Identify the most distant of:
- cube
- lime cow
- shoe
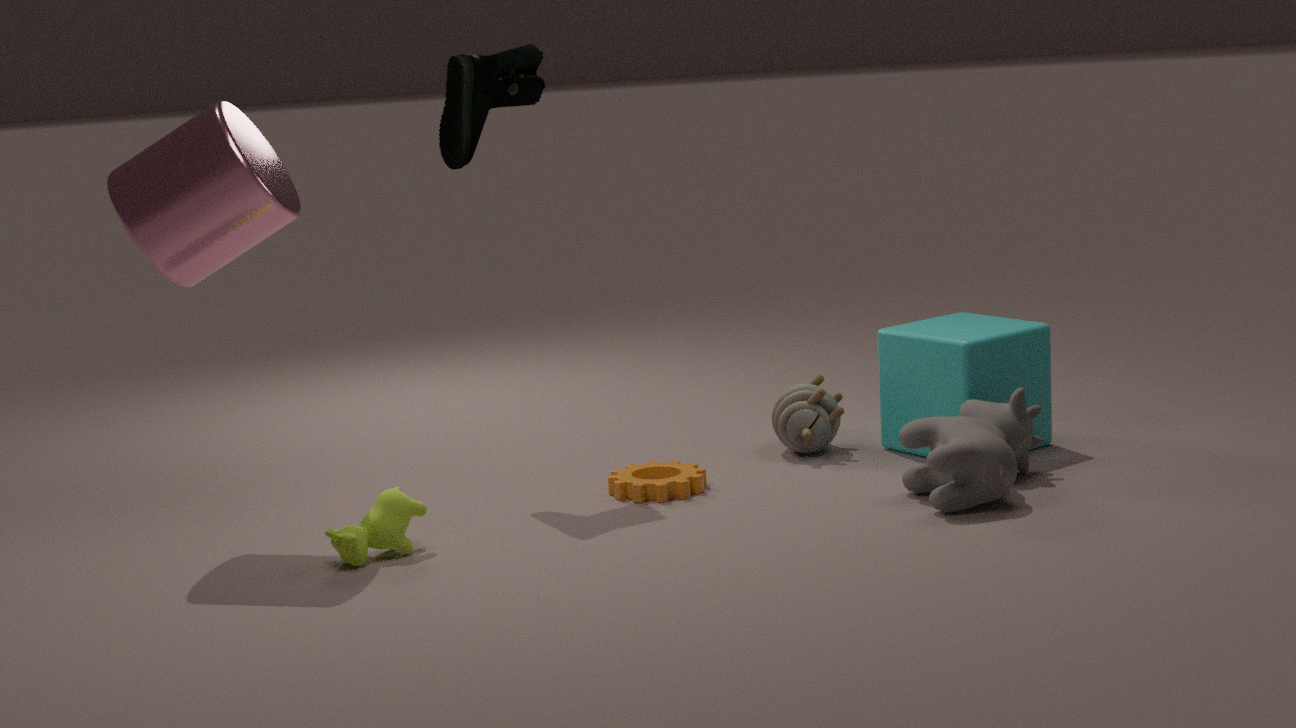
cube
